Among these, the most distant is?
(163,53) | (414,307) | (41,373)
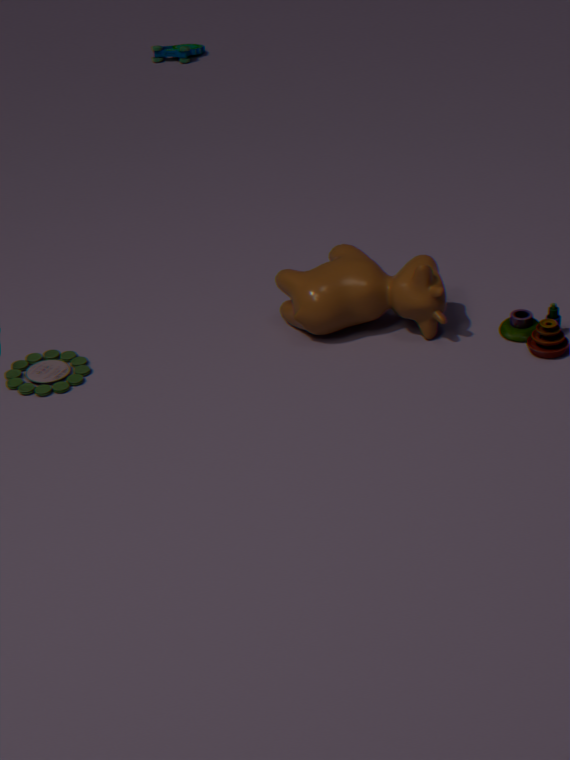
(163,53)
